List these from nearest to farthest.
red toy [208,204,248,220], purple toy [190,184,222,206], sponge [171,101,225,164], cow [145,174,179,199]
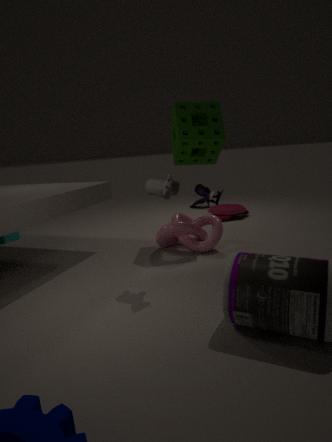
cow [145,174,179,199] → sponge [171,101,225,164] → red toy [208,204,248,220] → purple toy [190,184,222,206]
